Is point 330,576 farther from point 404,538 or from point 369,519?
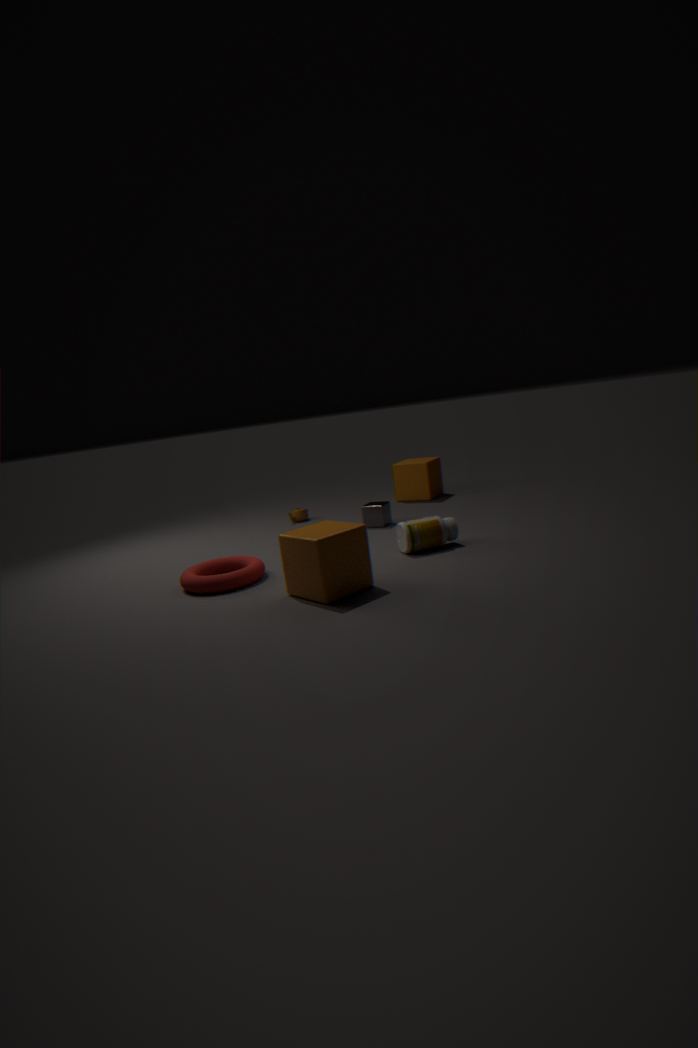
point 369,519
